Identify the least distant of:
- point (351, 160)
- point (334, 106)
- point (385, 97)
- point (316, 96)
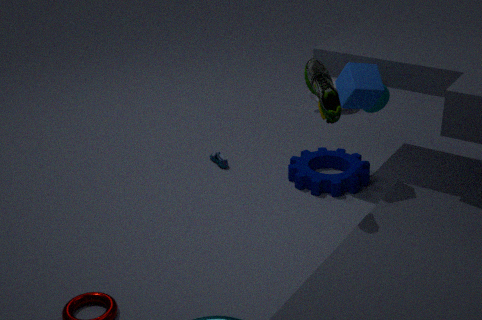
Answer: point (334, 106)
